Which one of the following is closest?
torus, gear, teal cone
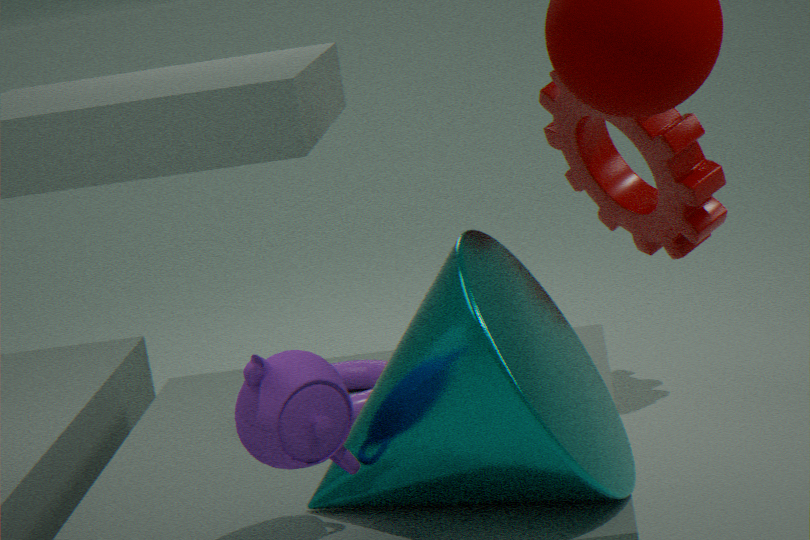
teal cone
